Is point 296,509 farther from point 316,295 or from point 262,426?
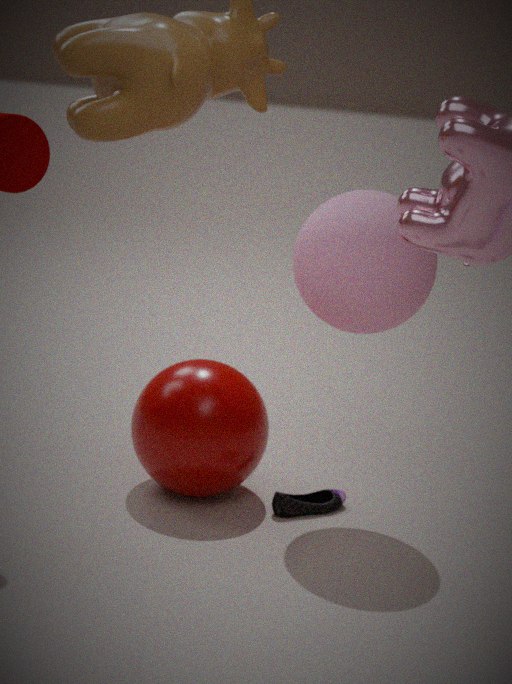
point 316,295
